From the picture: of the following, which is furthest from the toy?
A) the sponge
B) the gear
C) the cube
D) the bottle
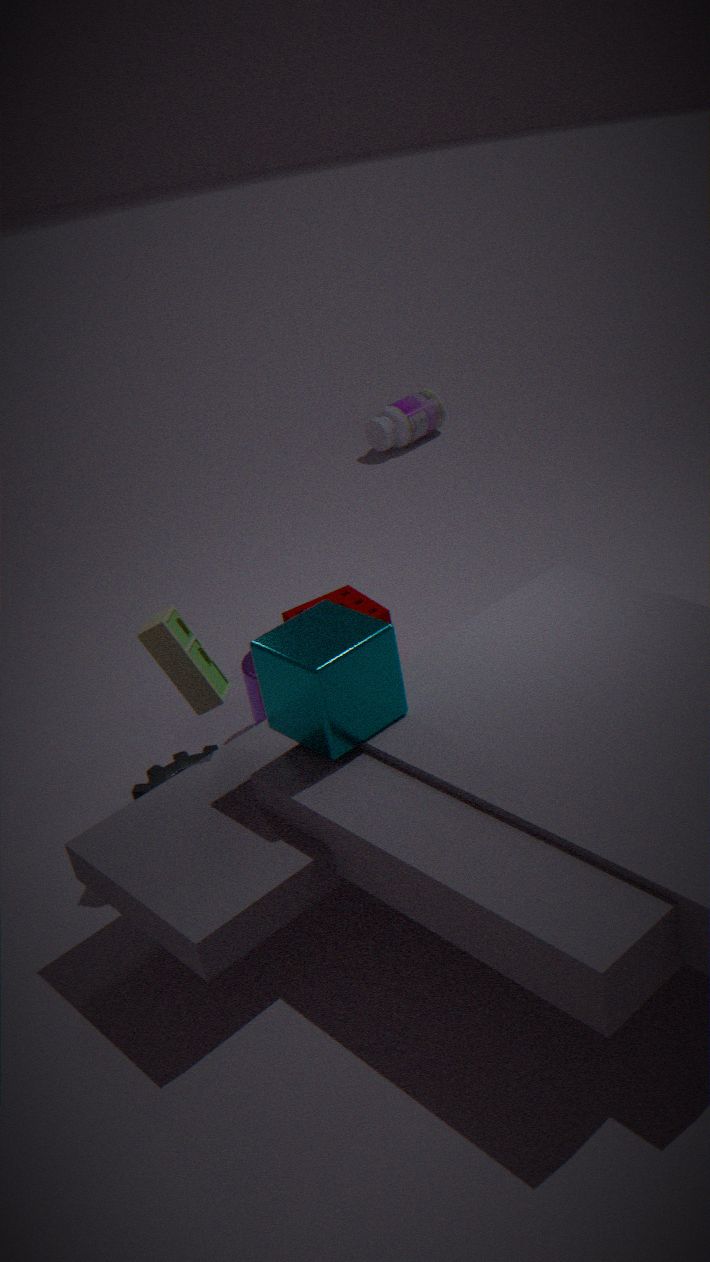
the bottle
